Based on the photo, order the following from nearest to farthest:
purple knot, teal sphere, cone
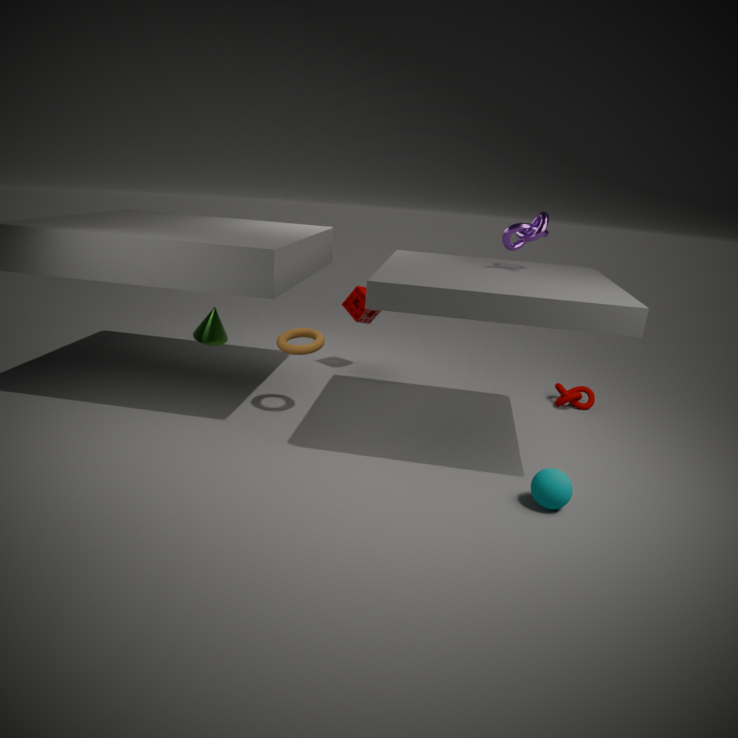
teal sphere, purple knot, cone
